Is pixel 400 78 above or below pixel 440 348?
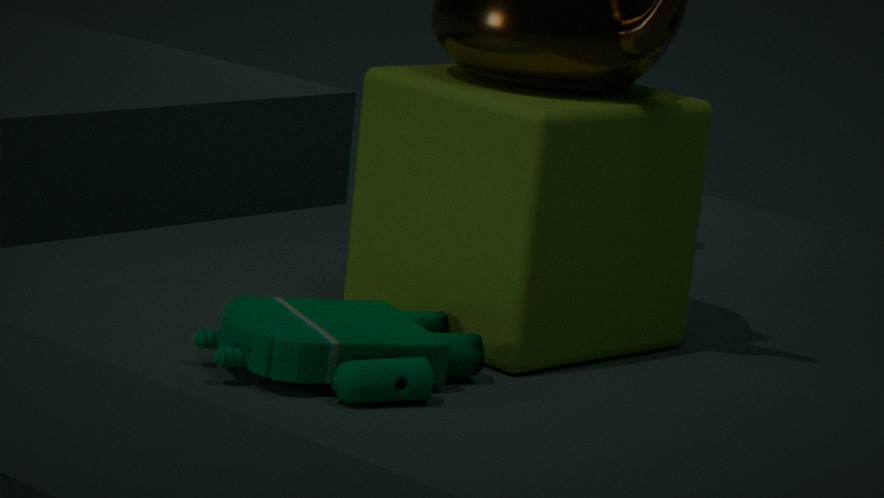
above
